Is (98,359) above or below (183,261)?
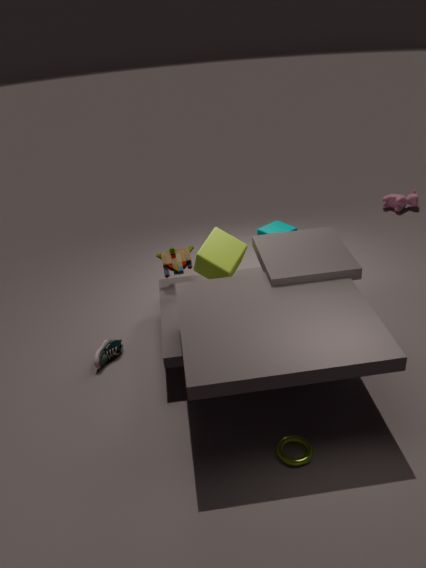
below
